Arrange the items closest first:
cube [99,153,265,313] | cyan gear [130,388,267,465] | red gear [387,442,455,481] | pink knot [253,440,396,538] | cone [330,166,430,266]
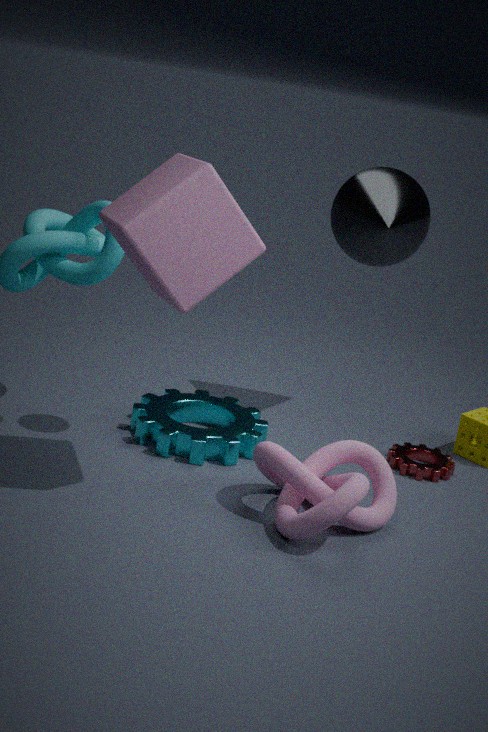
1. cube [99,153,265,313]
2. pink knot [253,440,396,538]
3. cyan gear [130,388,267,465]
4. red gear [387,442,455,481]
5. cone [330,166,430,266]
